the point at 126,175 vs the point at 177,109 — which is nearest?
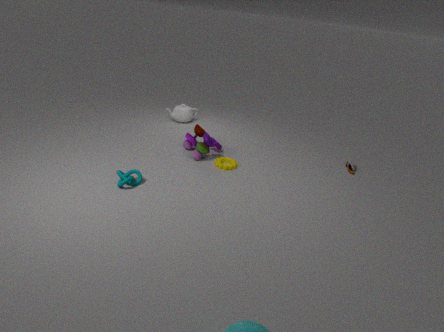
the point at 126,175
